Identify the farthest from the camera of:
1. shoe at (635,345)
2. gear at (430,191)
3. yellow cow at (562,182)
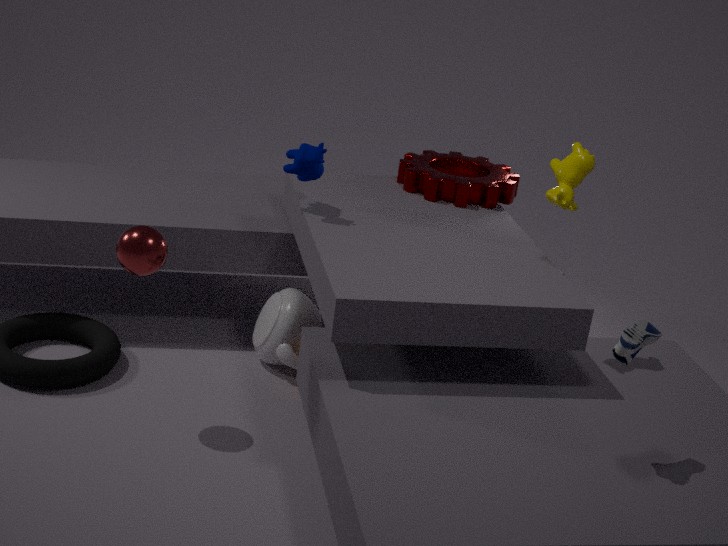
gear at (430,191)
